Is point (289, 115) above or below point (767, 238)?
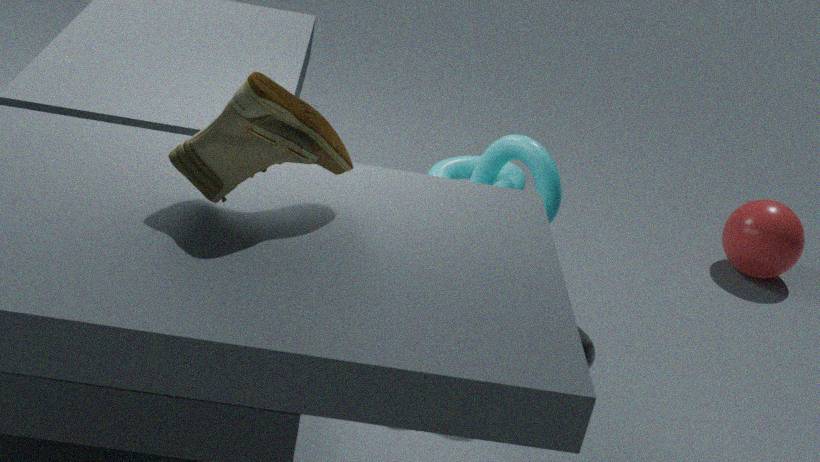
above
